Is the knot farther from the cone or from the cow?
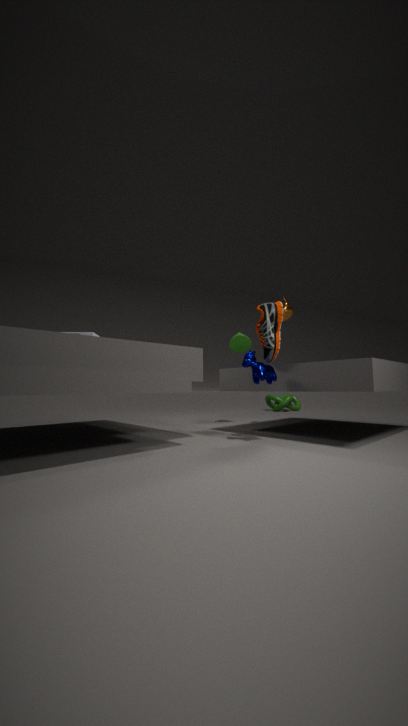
the cow
